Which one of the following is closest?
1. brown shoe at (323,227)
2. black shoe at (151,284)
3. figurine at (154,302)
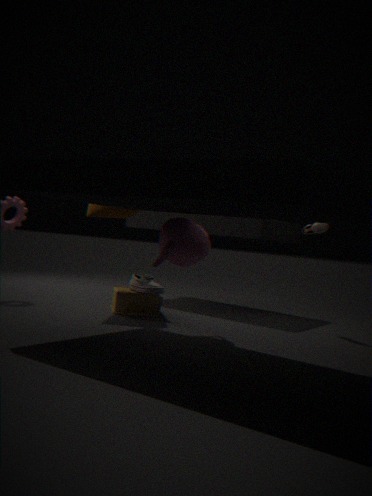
black shoe at (151,284)
